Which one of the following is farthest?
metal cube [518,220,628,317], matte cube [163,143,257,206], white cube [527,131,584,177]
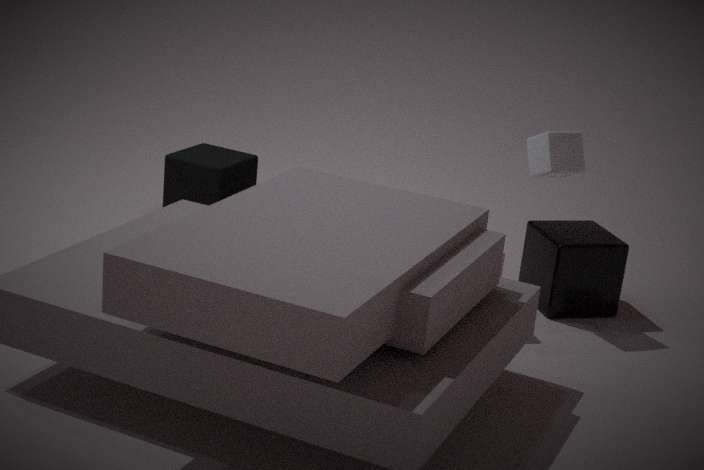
matte cube [163,143,257,206]
